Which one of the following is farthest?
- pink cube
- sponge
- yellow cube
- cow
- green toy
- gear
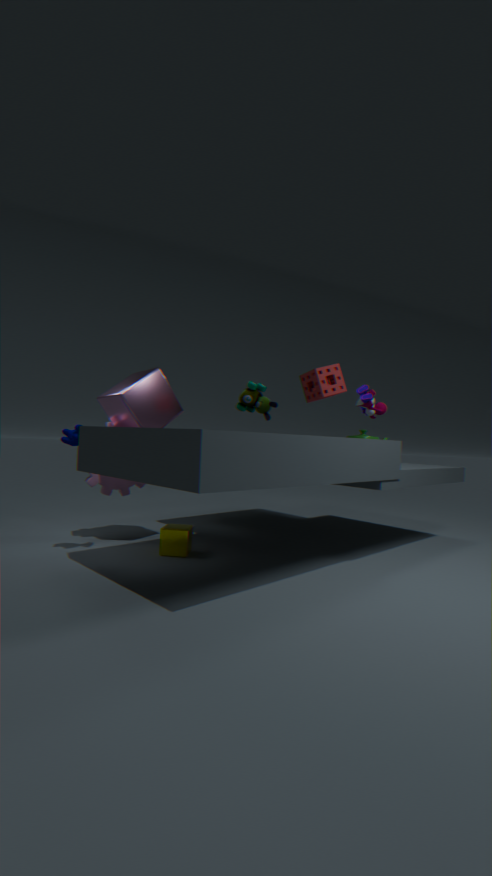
gear
